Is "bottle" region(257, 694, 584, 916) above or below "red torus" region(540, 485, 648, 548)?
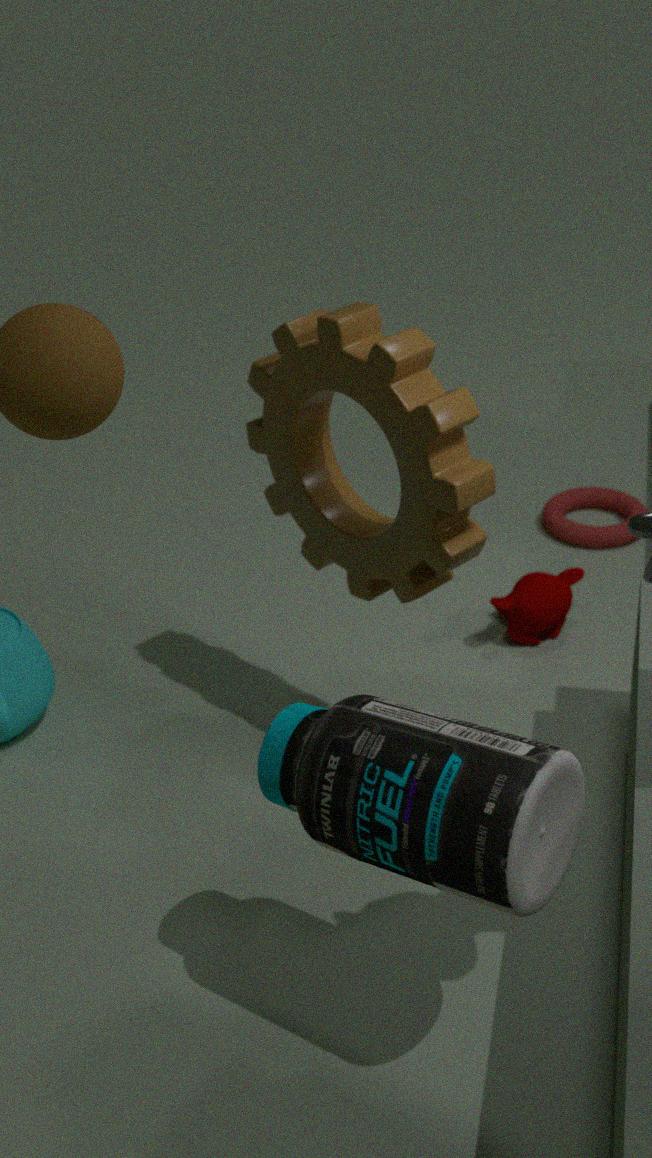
above
